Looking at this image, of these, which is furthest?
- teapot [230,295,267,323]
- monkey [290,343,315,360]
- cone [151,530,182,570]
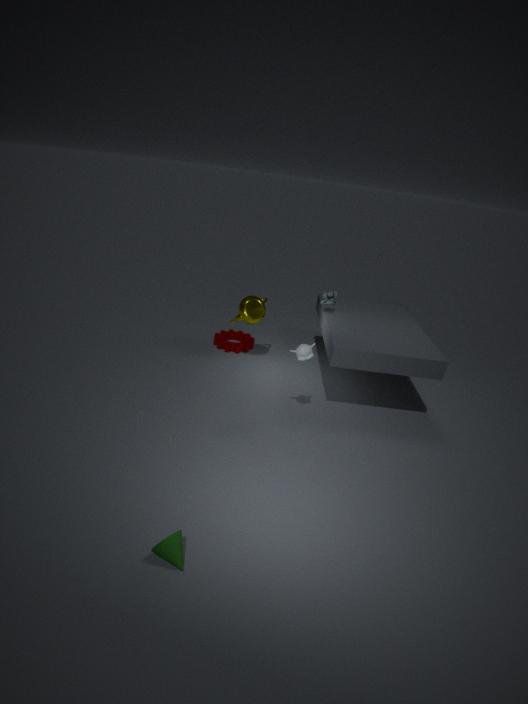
teapot [230,295,267,323]
